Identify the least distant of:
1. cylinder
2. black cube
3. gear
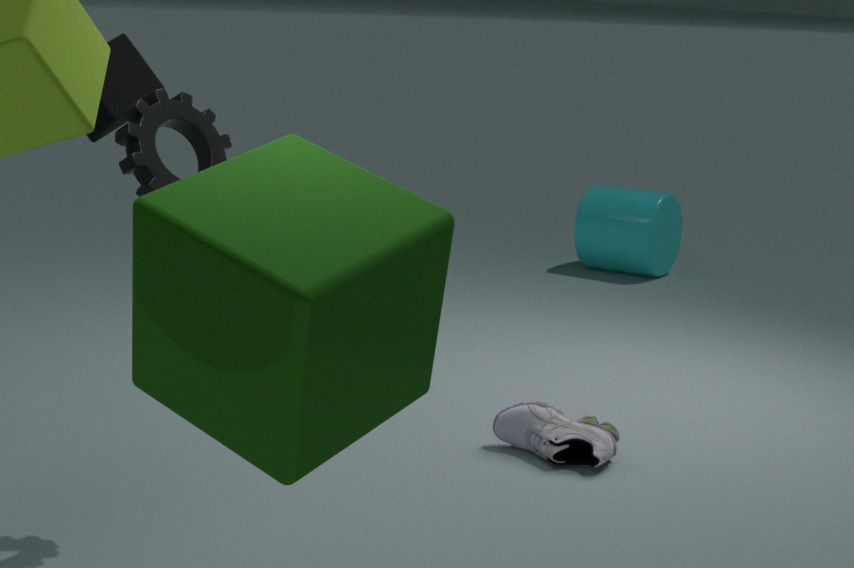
gear
